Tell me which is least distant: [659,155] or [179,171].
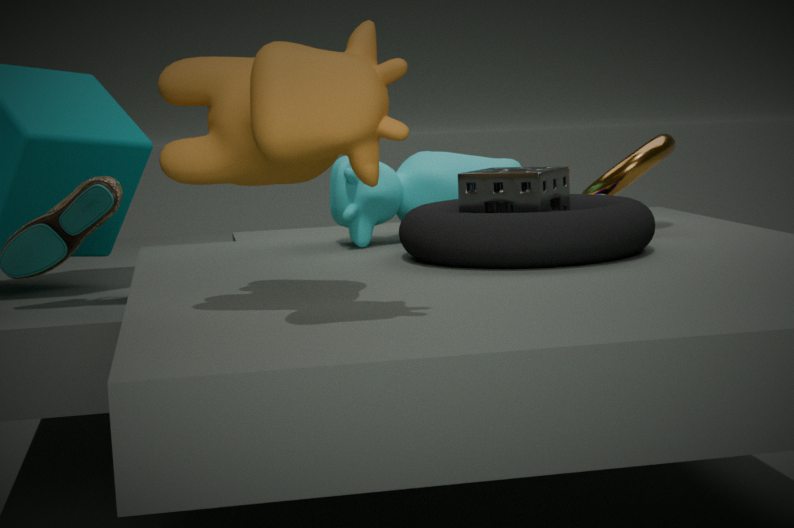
[179,171]
